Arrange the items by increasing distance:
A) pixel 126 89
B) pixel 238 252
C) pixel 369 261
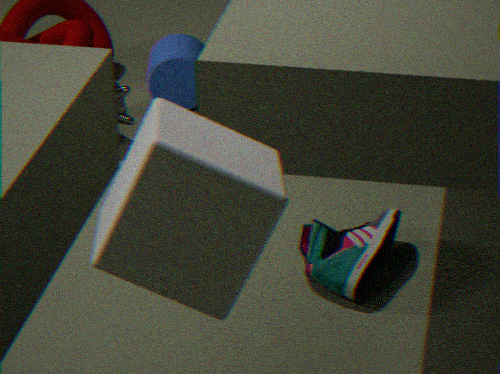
pixel 238 252
pixel 369 261
pixel 126 89
